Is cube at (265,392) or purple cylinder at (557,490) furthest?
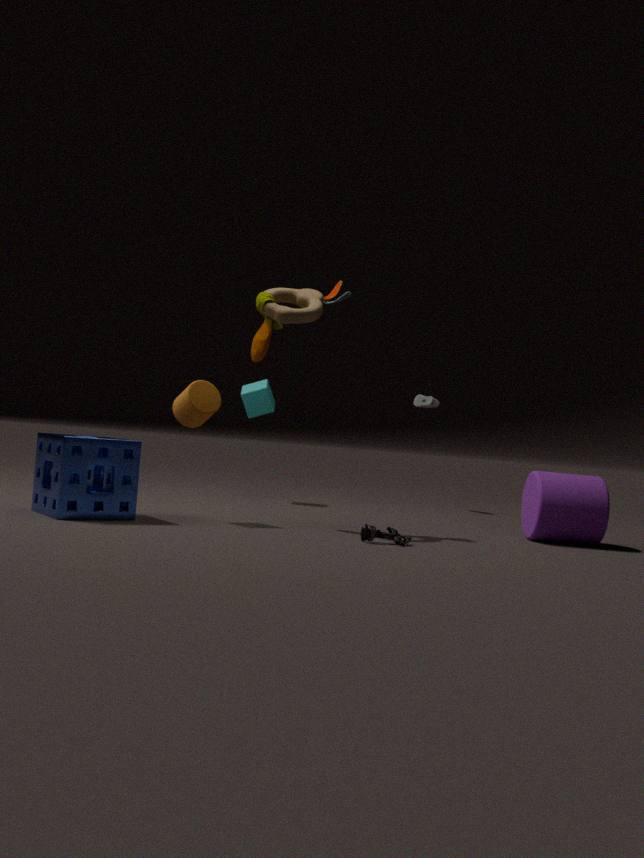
cube at (265,392)
